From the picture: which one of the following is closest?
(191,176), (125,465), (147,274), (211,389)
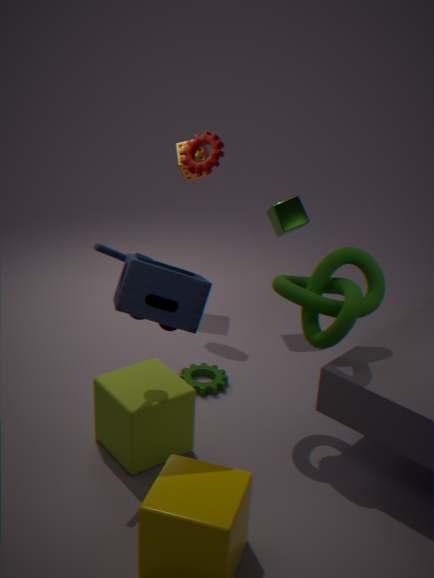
(147,274)
